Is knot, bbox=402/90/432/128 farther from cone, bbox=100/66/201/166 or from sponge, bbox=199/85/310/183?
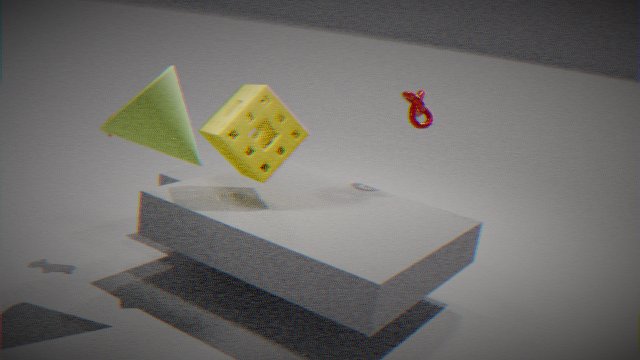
cone, bbox=100/66/201/166
